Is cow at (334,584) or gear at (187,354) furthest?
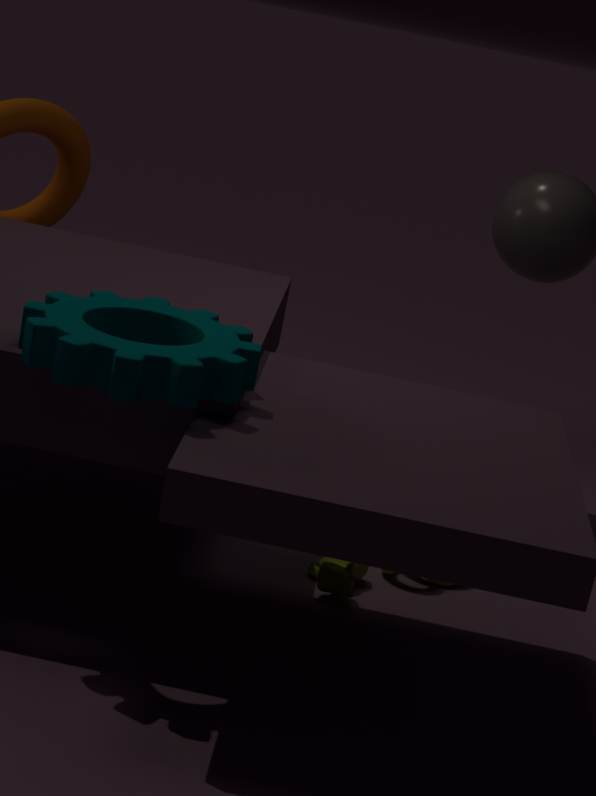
cow at (334,584)
